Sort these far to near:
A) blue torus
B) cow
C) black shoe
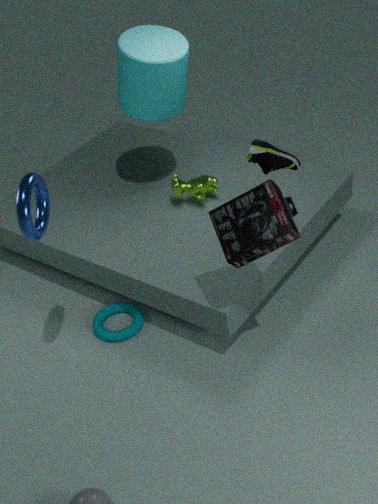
1. cow
2. black shoe
3. blue torus
